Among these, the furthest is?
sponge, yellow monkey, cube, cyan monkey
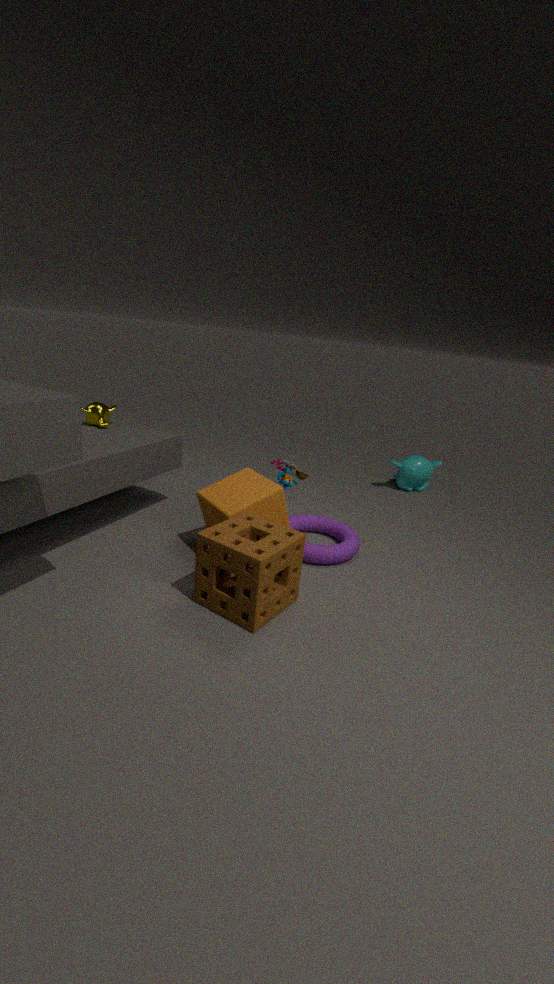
cyan monkey
